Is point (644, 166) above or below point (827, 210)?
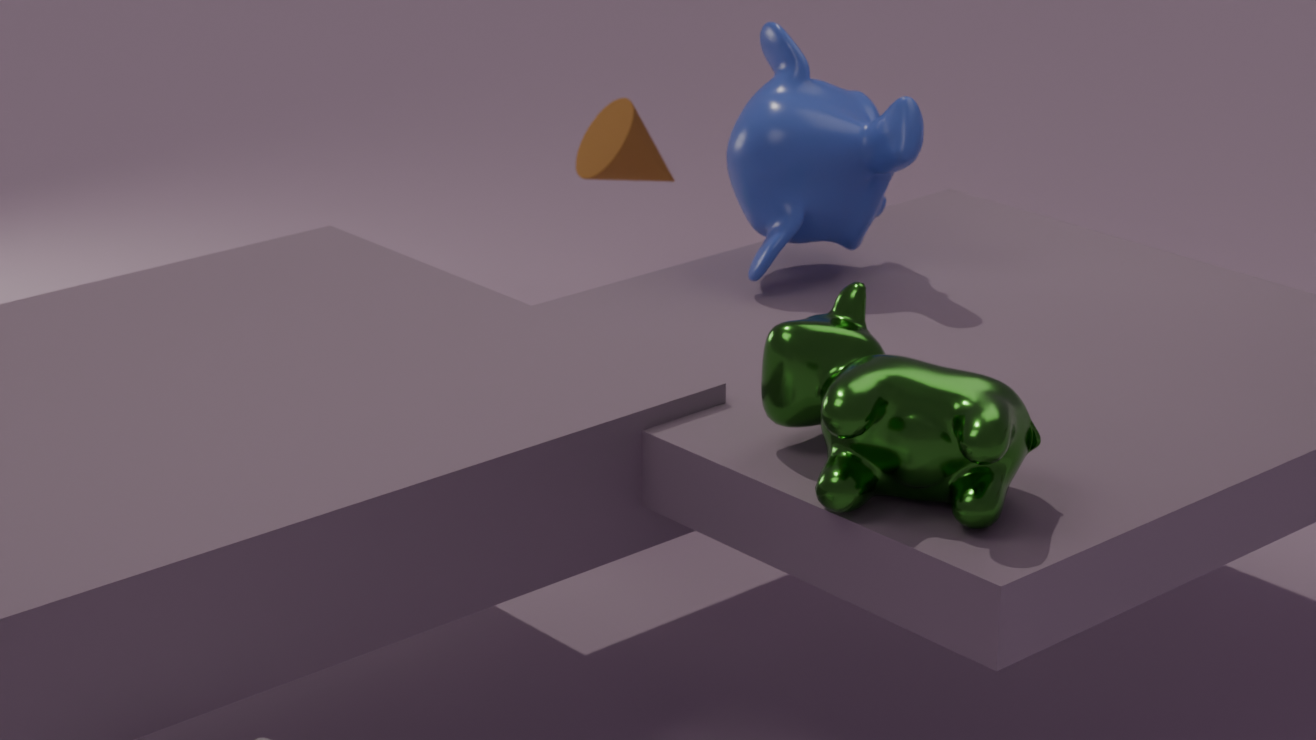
below
